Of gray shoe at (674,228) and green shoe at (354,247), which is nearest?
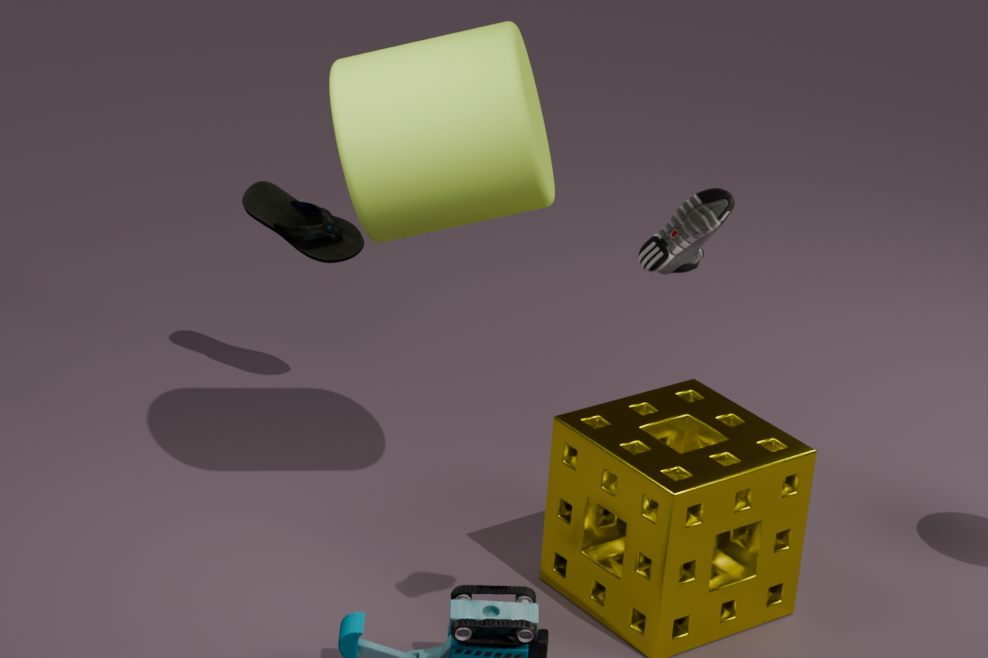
gray shoe at (674,228)
